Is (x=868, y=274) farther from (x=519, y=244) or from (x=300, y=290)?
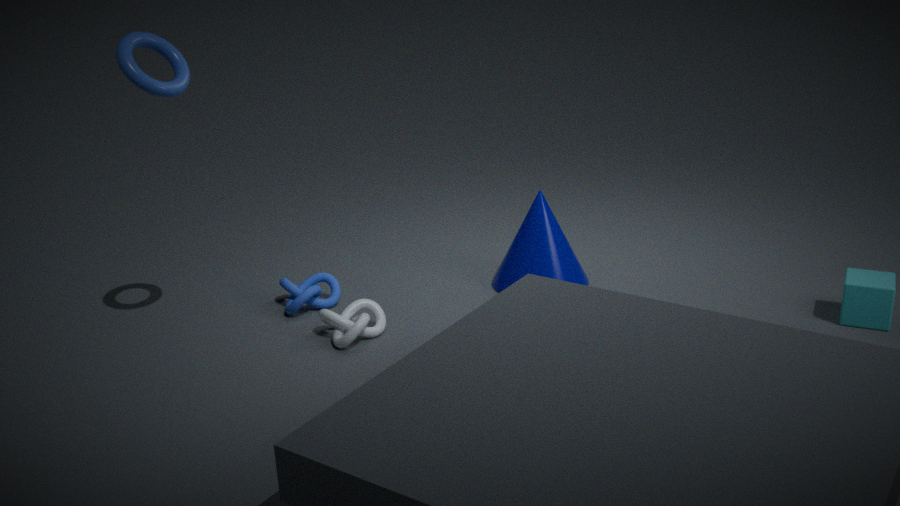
(x=300, y=290)
